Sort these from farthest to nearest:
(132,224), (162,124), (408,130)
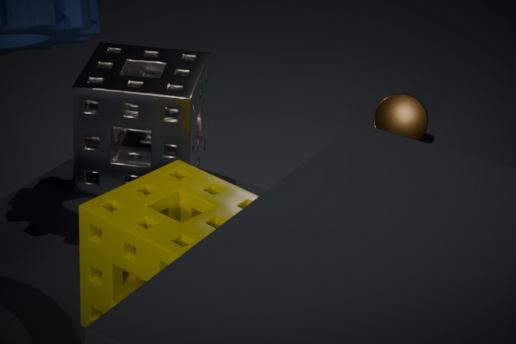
(408,130)
(162,124)
(132,224)
